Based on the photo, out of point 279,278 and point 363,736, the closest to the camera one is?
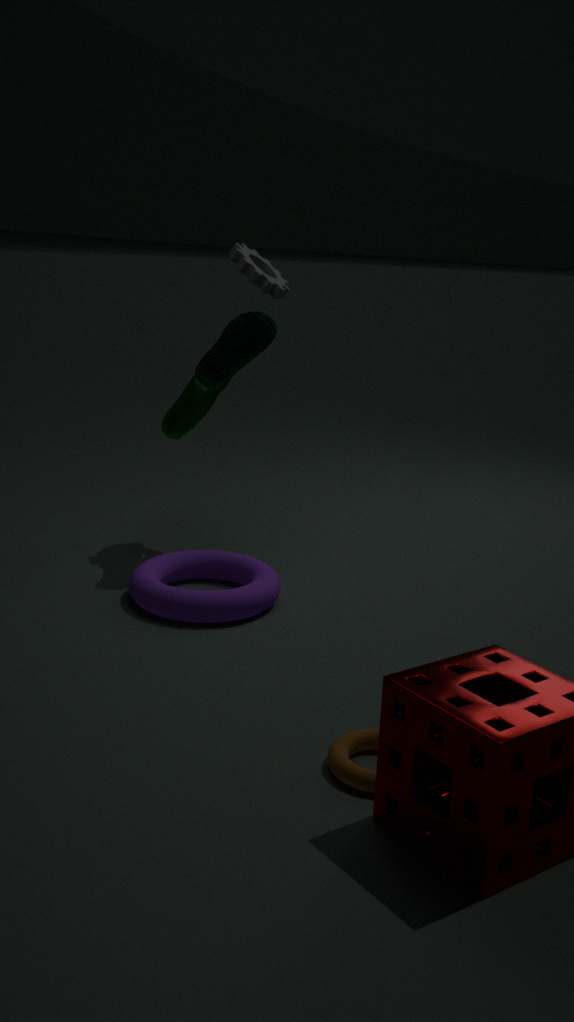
point 363,736
